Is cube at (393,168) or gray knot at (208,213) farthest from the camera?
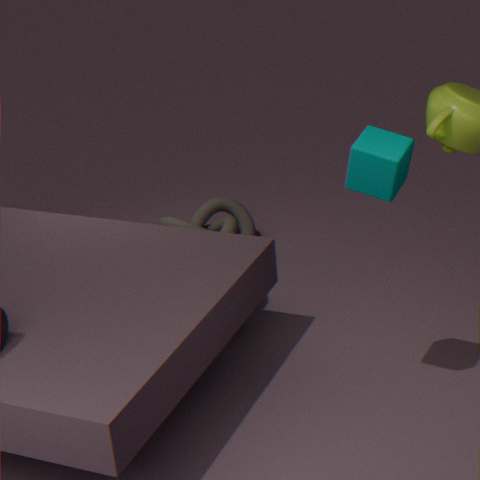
gray knot at (208,213)
